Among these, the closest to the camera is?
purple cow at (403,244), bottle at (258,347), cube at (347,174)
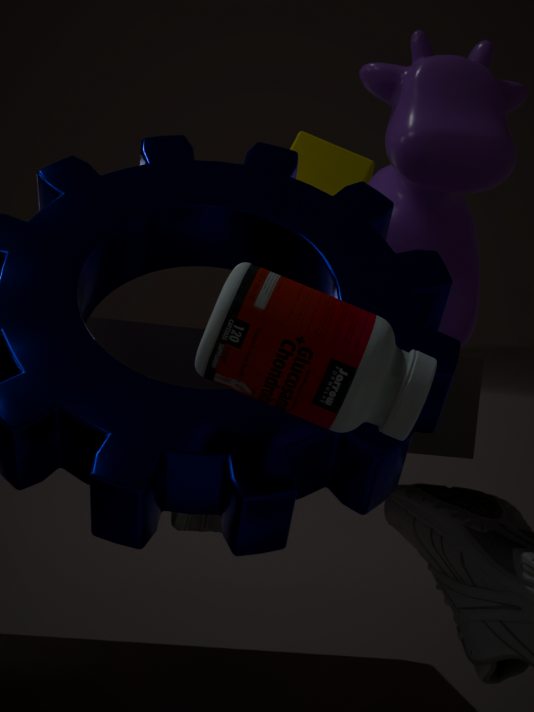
bottle at (258,347)
